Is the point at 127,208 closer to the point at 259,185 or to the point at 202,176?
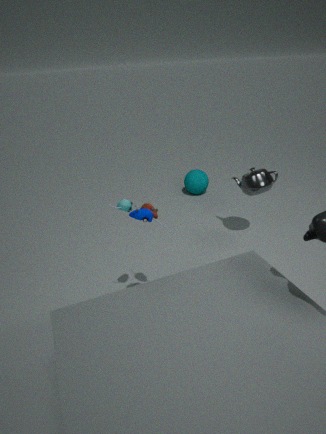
the point at 259,185
